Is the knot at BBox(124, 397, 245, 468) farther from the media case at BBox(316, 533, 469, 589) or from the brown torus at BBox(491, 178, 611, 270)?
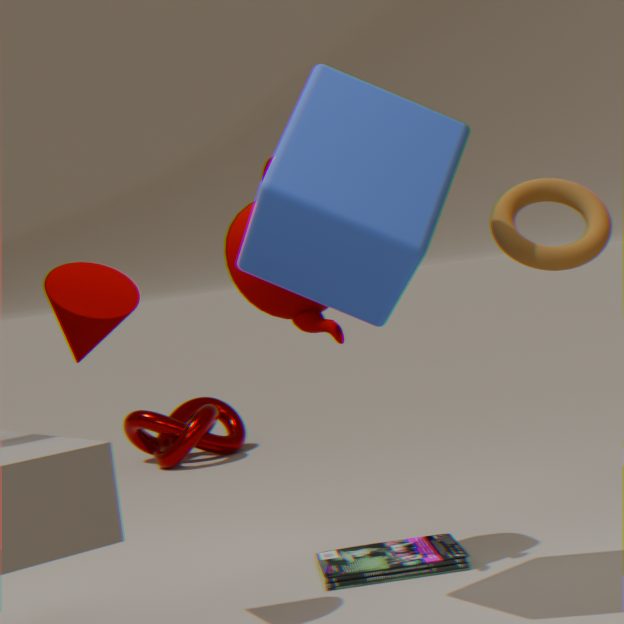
the brown torus at BBox(491, 178, 611, 270)
